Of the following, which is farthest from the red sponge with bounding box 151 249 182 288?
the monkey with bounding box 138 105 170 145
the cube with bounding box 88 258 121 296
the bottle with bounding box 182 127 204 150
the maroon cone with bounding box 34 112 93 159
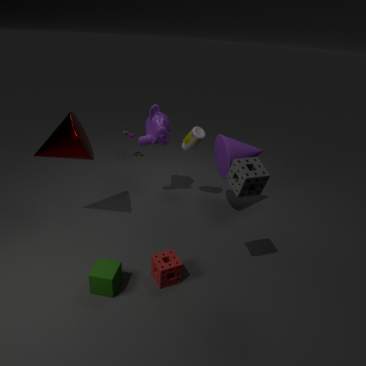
the monkey with bounding box 138 105 170 145
